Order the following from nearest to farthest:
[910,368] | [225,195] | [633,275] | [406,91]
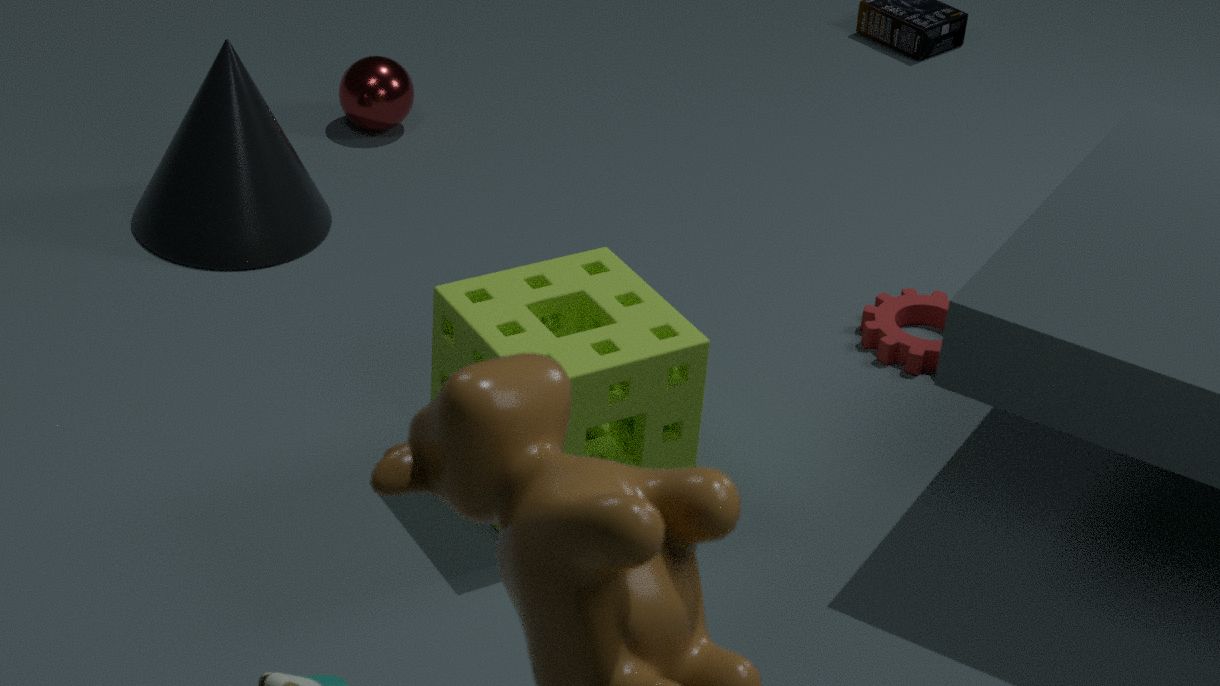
1. [633,275]
2. [910,368]
3. [225,195]
4. [406,91]
